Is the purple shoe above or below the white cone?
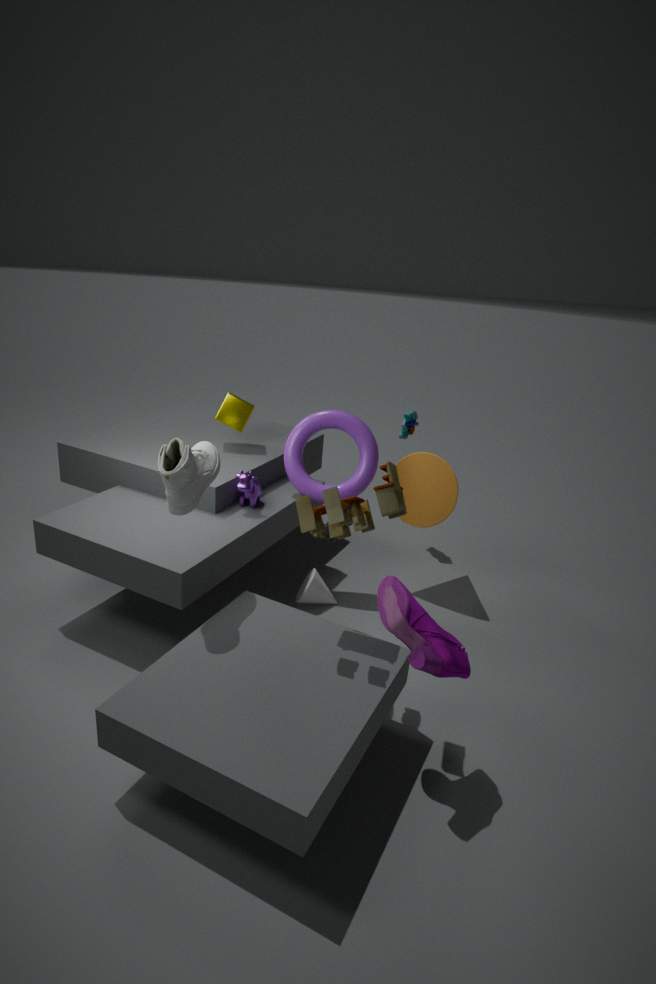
above
